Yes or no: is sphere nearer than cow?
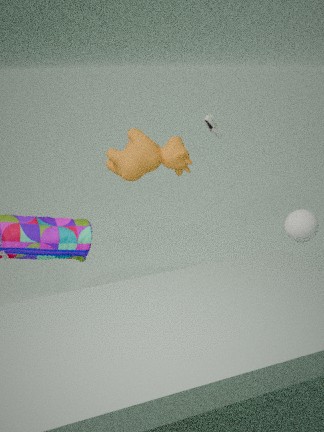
Yes
